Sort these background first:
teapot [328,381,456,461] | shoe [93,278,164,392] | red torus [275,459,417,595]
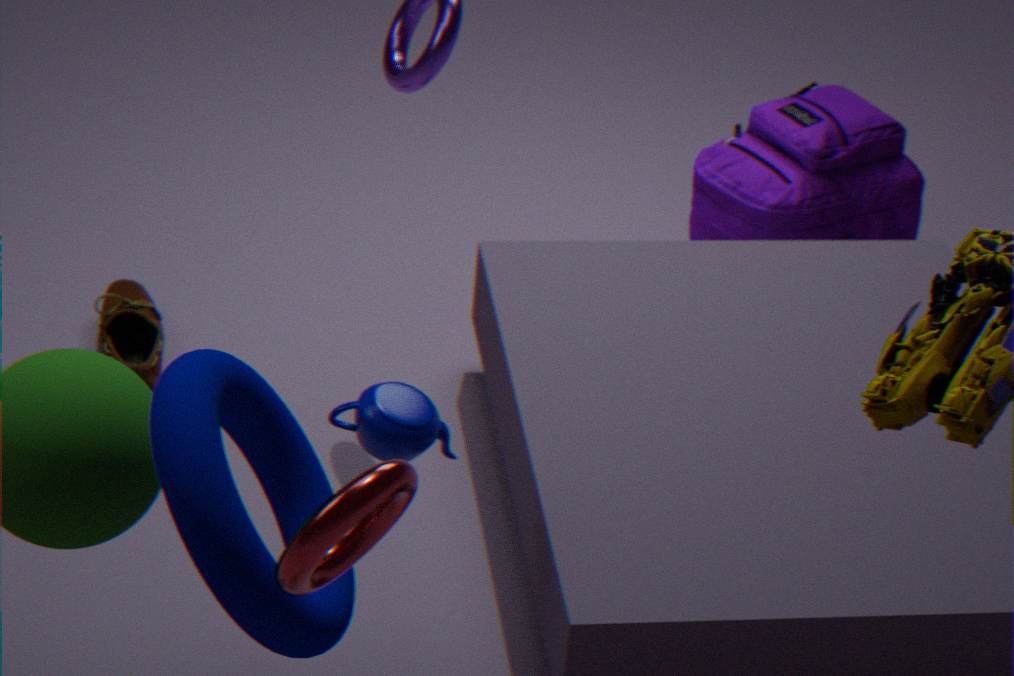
shoe [93,278,164,392] < teapot [328,381,456,461] < red torus [275,459,417,595]
